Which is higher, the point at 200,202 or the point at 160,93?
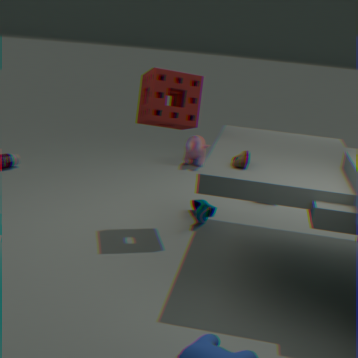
the point at 160,93
